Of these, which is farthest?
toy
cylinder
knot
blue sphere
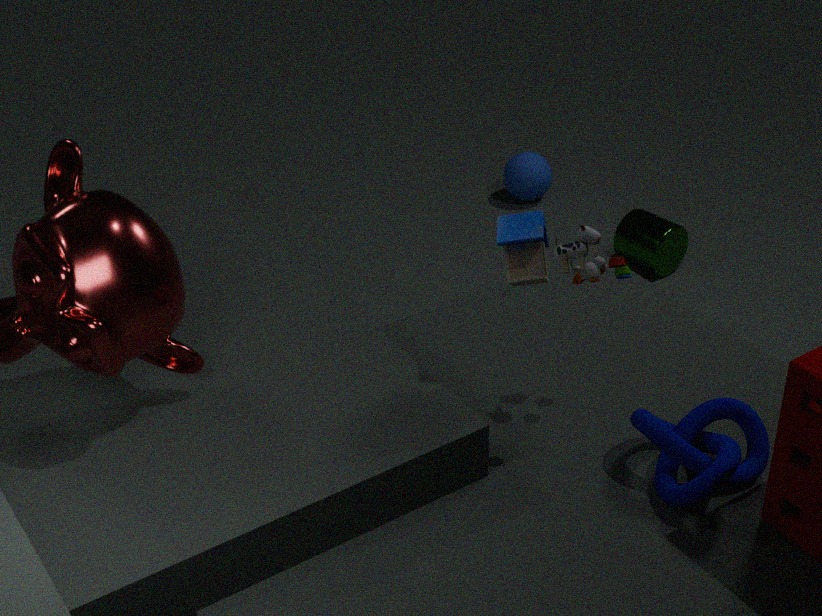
blue sphere
